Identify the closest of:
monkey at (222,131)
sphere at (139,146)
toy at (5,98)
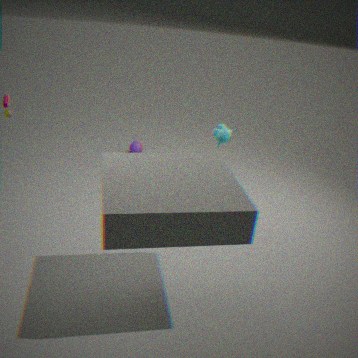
monkey at (222,131)
